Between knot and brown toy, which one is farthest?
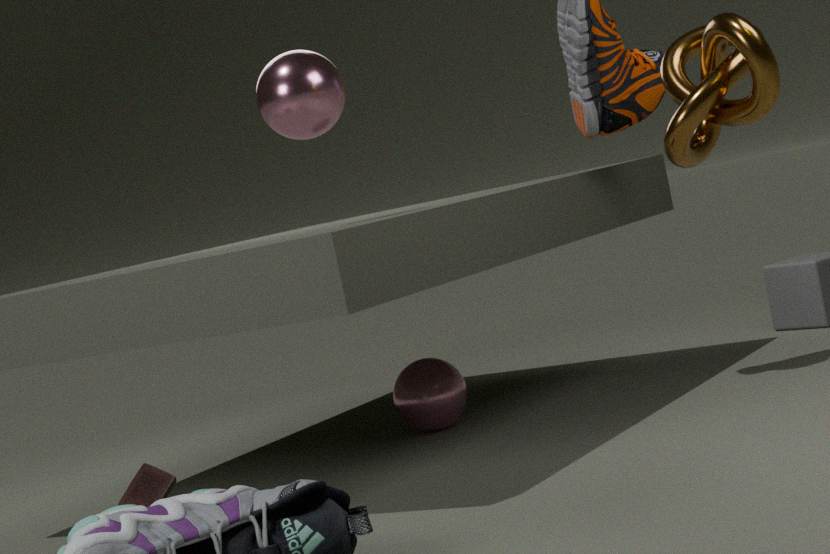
brown toy
